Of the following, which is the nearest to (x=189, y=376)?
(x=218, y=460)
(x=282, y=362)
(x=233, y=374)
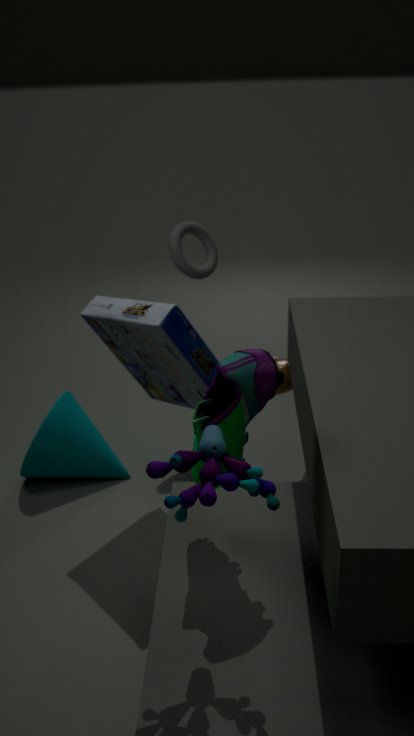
(x=282, y=362)
